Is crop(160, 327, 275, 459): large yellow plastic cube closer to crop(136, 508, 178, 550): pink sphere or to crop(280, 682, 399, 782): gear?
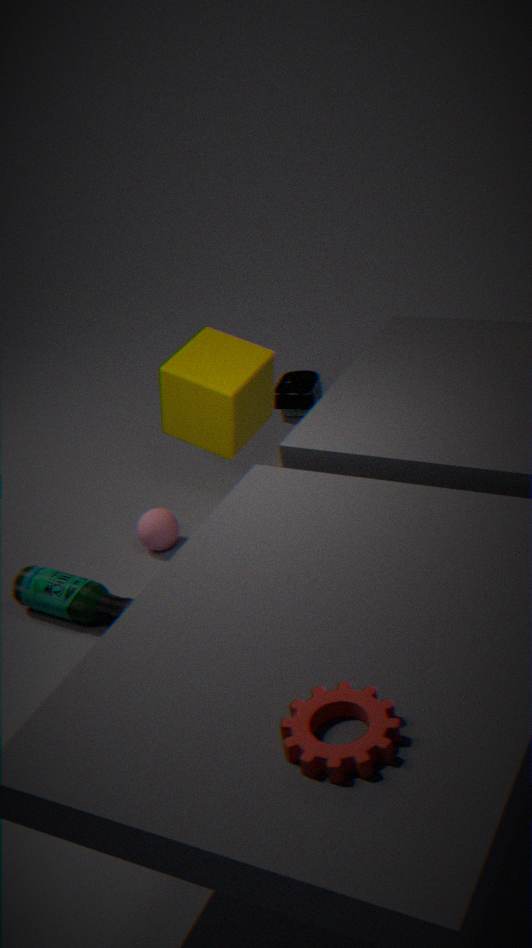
crop(136, 508, 178, 550): pink sphere
